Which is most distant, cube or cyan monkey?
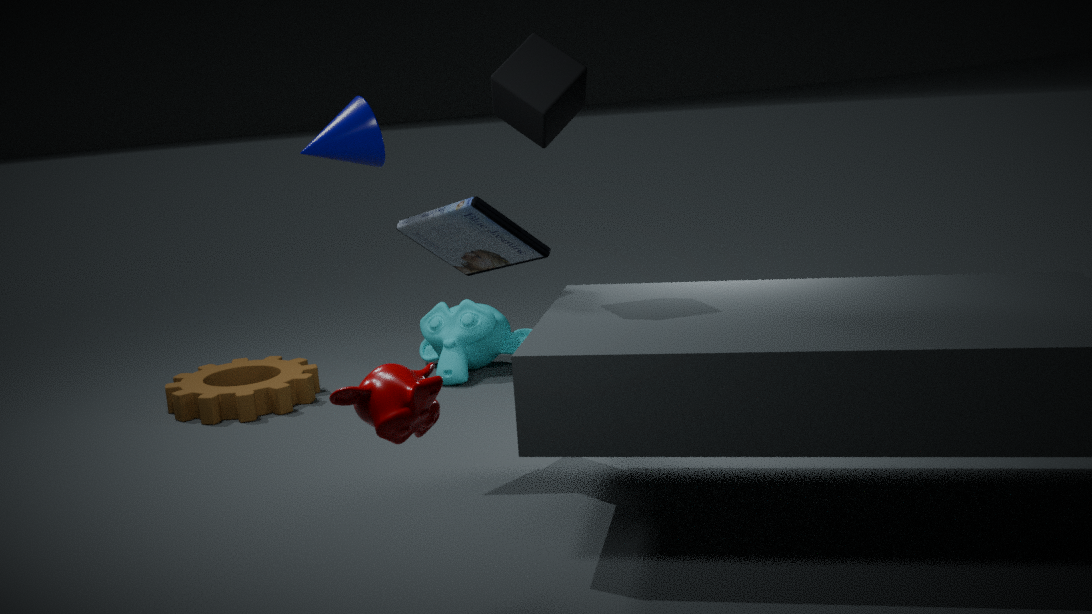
cyan monkey
